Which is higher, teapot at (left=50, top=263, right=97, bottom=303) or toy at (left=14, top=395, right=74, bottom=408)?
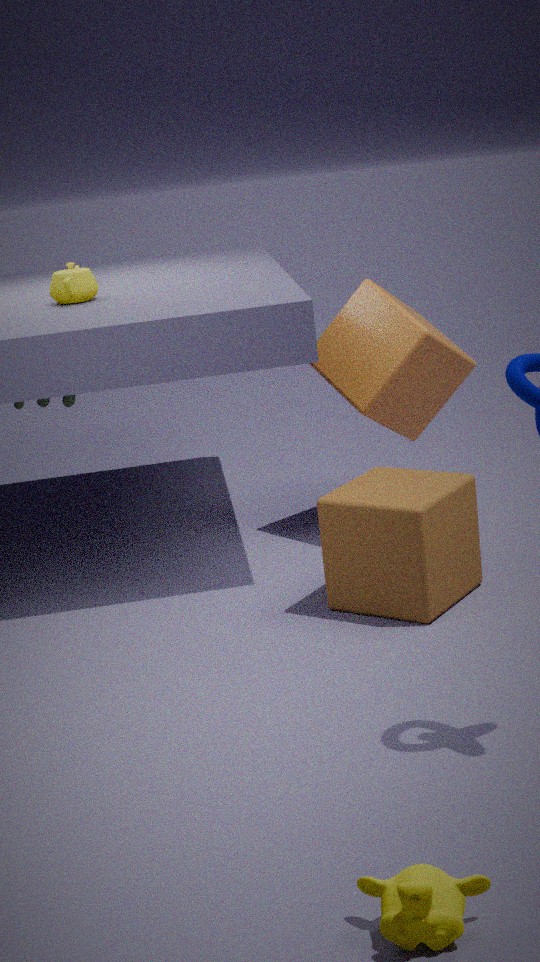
teapot at (left=50, top=263, right=97, bottom=303)
